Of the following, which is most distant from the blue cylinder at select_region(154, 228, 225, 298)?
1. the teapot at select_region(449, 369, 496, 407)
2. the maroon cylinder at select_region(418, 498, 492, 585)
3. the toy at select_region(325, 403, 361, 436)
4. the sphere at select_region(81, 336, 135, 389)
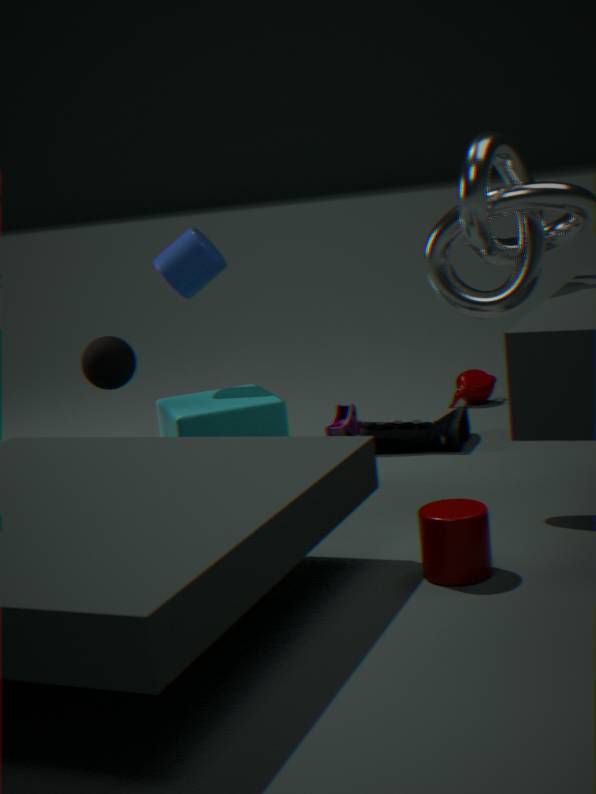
the teapot at select_region(449, 369, 496, 407)
